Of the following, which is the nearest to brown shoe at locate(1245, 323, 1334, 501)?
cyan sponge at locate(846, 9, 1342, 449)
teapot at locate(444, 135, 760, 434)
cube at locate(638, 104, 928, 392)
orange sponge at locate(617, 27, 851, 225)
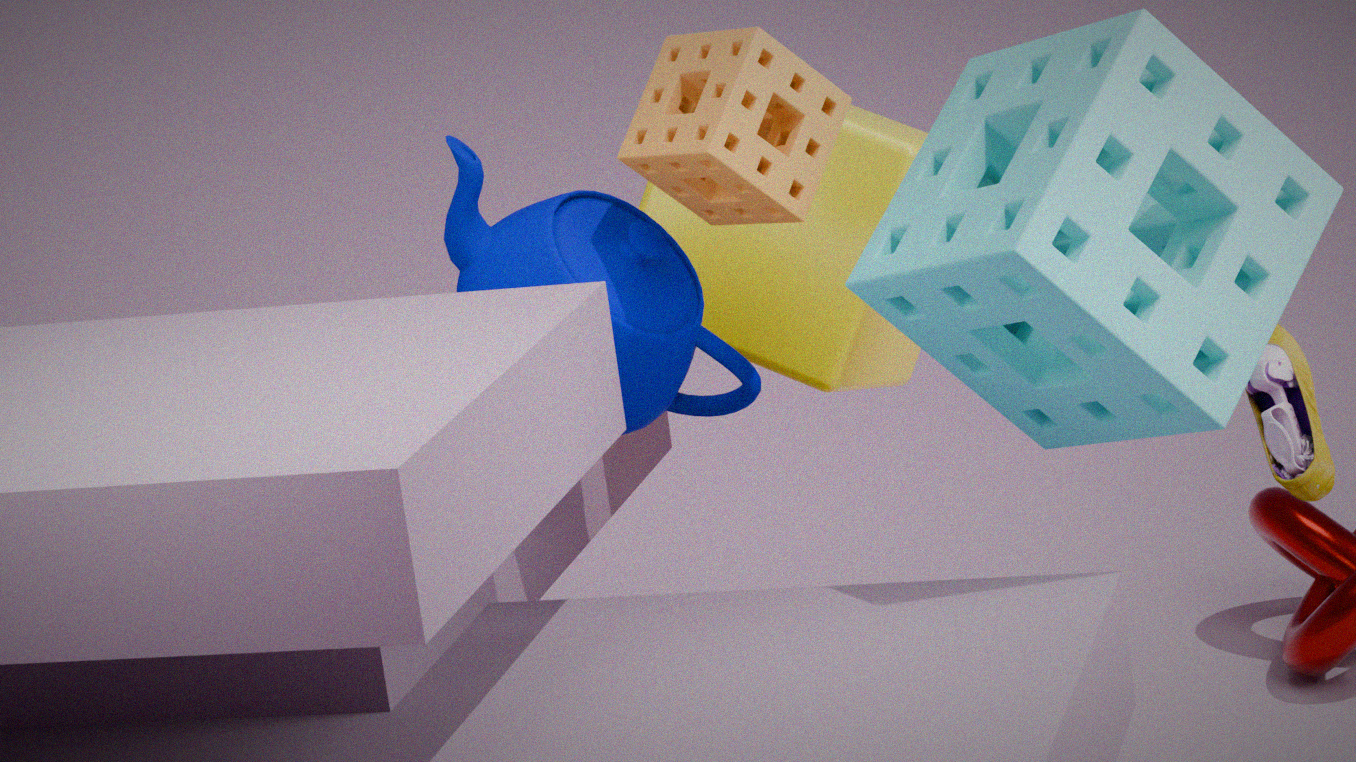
cyan sponge at locate(846, 9, 1342, 449)
